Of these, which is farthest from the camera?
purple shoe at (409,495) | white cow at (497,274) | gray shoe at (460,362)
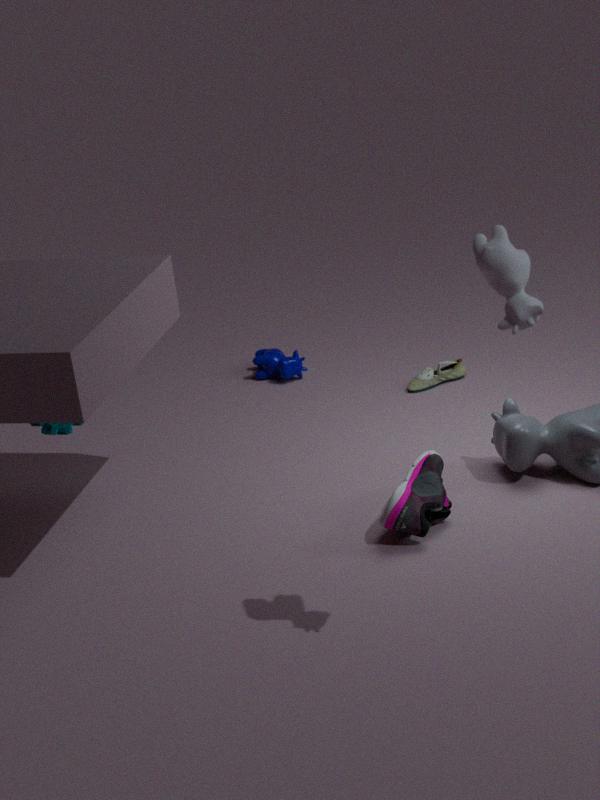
gray shoe at (460,362)
